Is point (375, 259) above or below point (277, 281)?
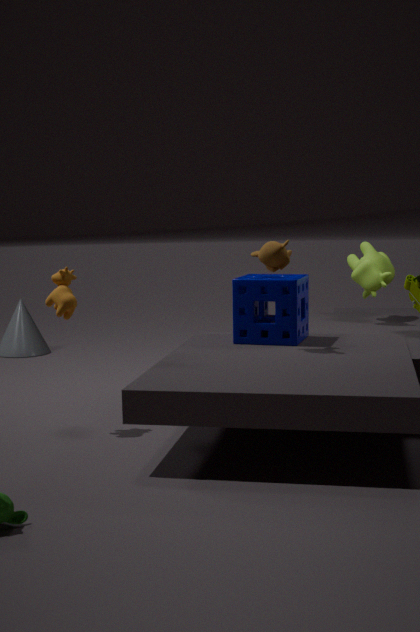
above
